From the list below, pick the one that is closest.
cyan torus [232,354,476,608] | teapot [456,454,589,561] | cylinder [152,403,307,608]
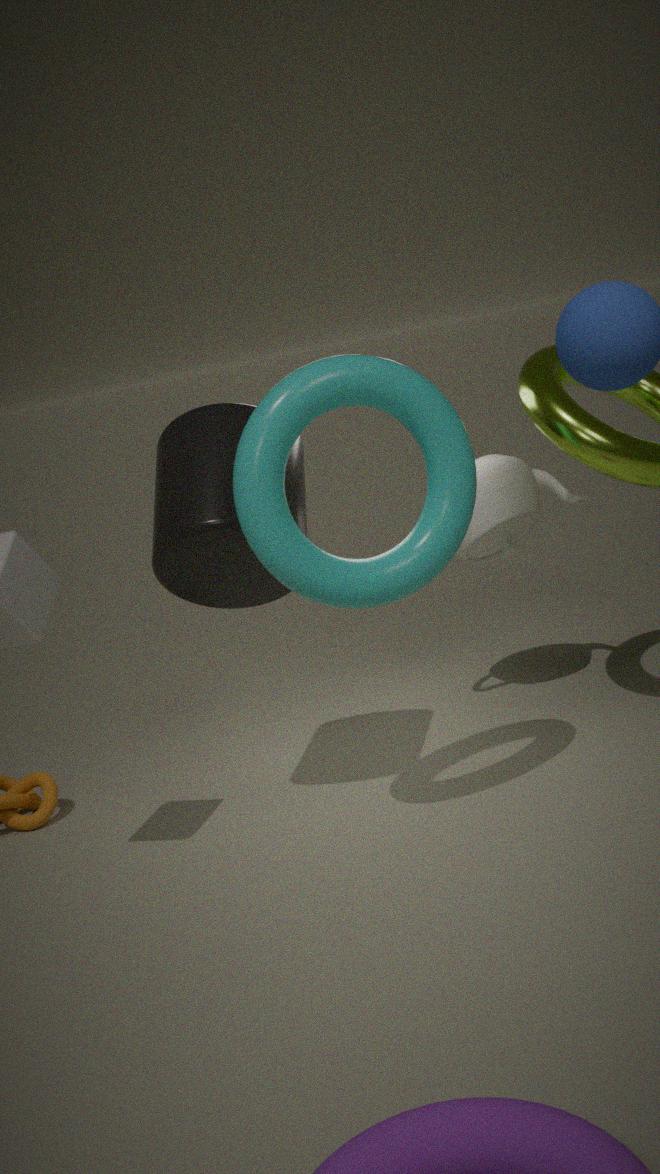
cyan torus [232,354,476,608]
